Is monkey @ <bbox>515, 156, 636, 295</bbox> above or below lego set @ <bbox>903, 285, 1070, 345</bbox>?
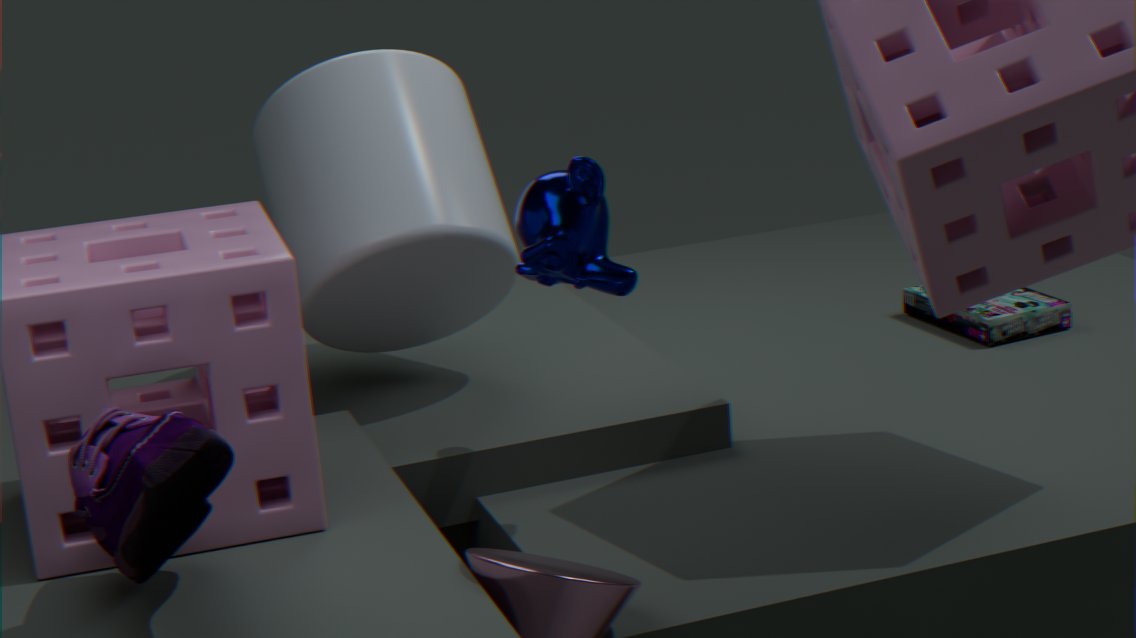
above
